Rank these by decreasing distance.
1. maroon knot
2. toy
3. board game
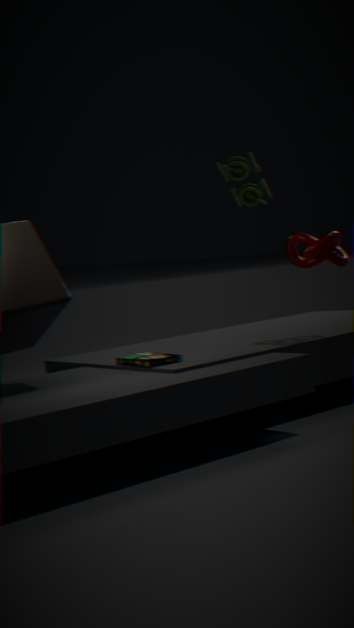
toy, maroon knot, board game
